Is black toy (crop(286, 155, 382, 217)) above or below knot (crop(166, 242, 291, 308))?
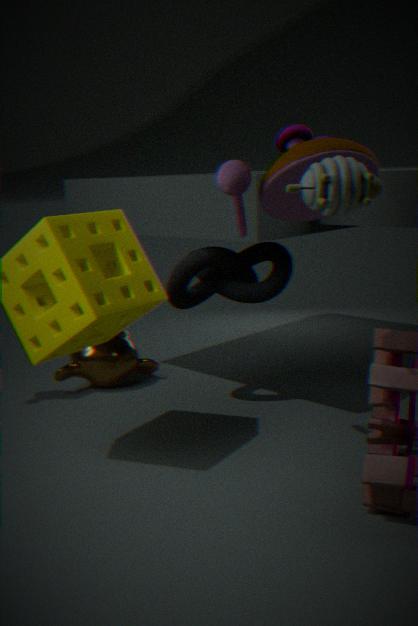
above
